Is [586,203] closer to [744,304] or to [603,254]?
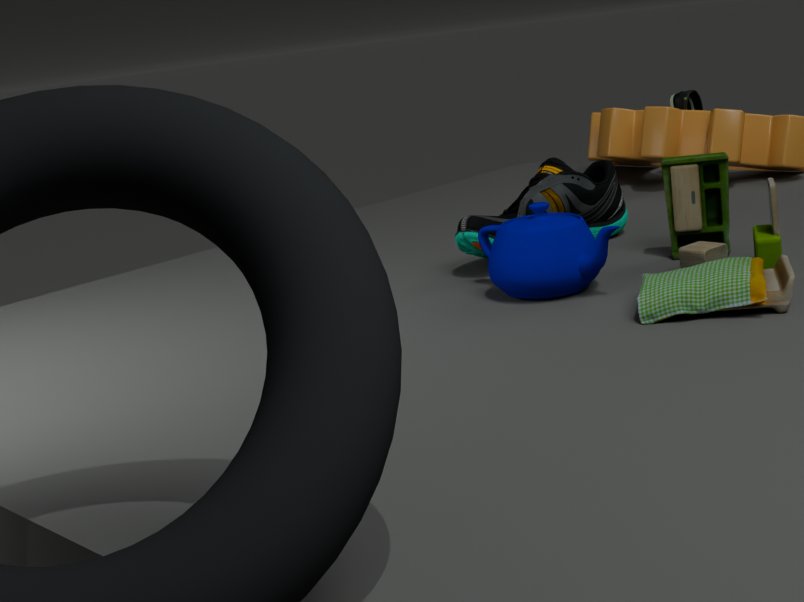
[603,254]
